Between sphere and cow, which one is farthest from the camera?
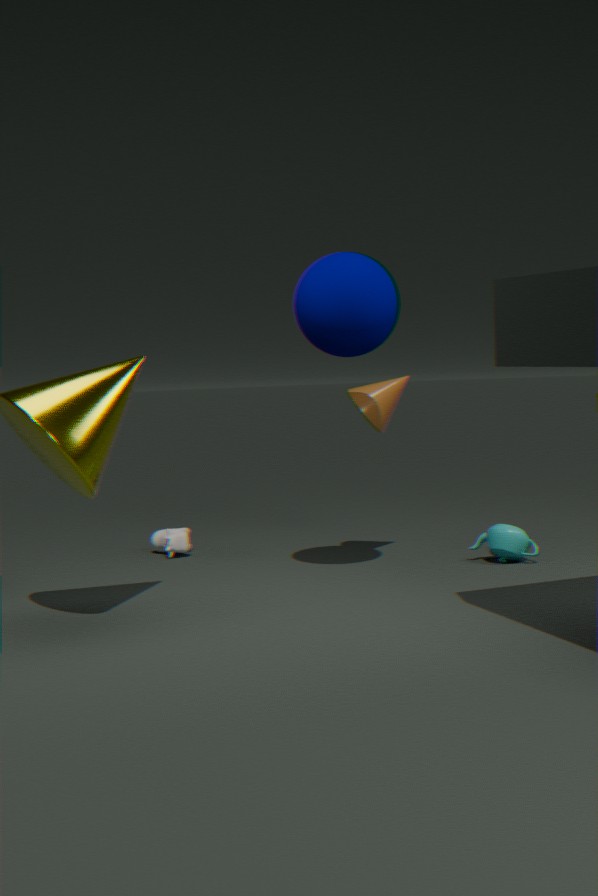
cow
